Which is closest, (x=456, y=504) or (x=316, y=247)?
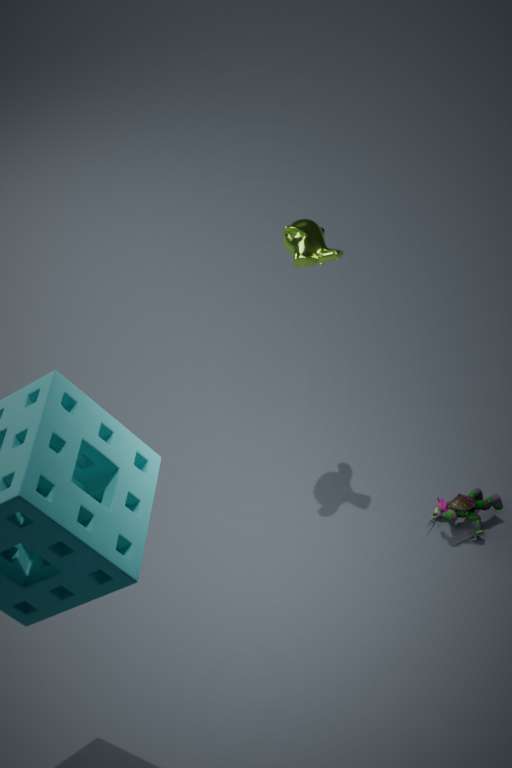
(x=316, y=247)
